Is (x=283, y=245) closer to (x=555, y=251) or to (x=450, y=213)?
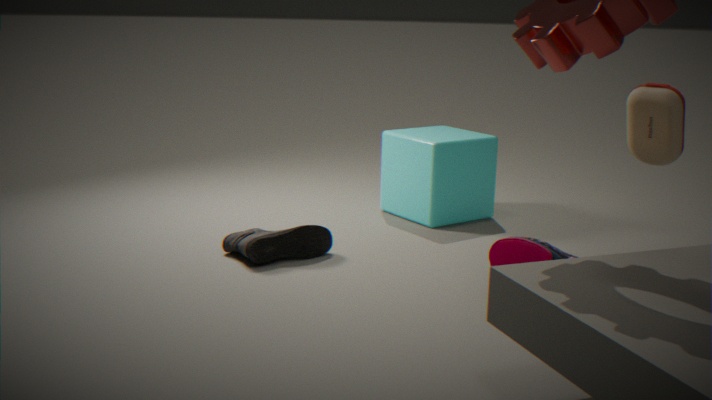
(x=450, y=213)
